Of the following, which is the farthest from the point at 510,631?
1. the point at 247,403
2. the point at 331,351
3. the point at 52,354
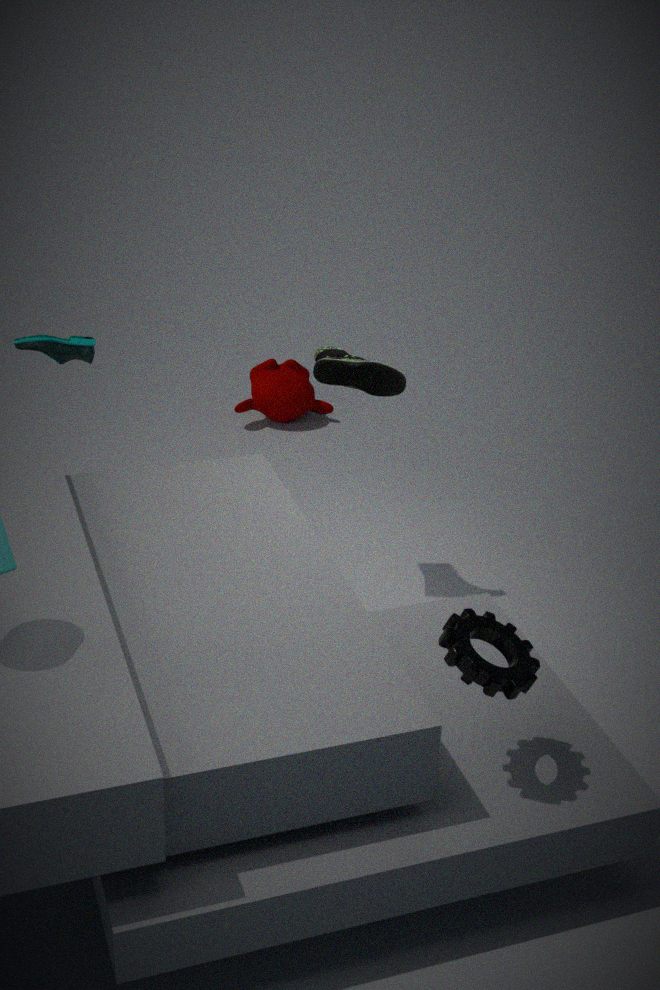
the point at 247,403
